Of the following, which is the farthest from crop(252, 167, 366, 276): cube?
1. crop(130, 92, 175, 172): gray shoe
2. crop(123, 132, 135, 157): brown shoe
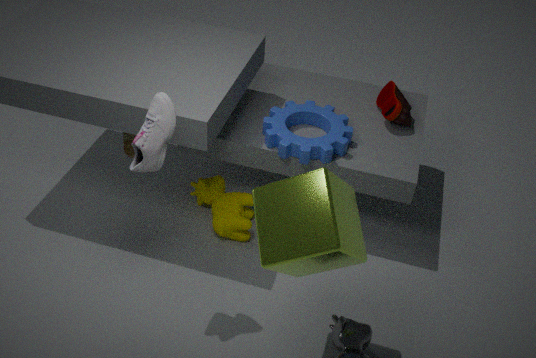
crop(123, 132, 135, 157): brown shoe
